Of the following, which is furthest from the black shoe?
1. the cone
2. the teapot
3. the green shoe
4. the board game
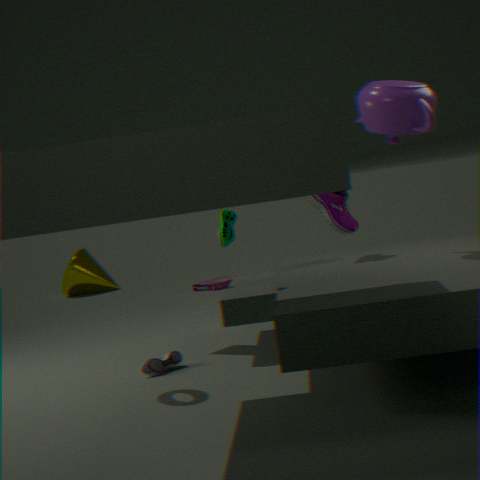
the cone
